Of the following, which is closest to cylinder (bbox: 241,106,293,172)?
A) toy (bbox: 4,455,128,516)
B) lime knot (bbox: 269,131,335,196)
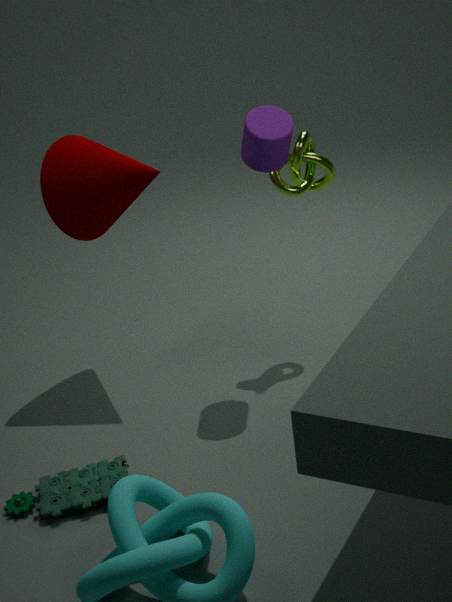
lime knot (bbox: 269,131,335,196)
